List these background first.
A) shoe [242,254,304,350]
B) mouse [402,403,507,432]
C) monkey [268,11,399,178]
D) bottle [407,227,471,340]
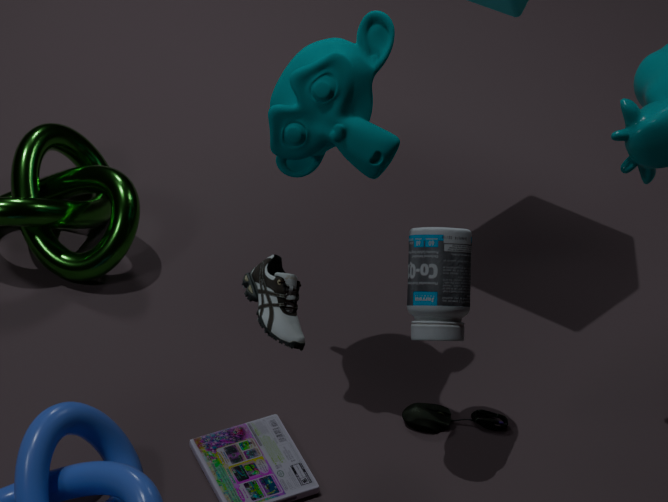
mouse [402,403,507,432], bottle [407,227,471,340], monkey [268,11,399,178], shoe [242,254,304,350]
